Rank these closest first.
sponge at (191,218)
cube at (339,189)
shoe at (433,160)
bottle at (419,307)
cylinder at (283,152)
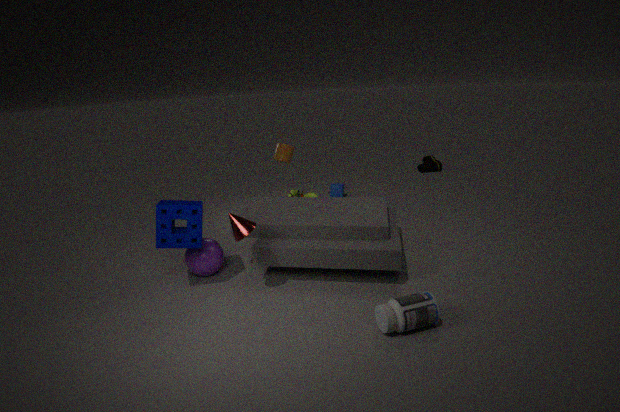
bottle at (419,307) < sponge at (191,218) < cylinder at (283,152) < cube at (339,189) < shoe at (433,160)
